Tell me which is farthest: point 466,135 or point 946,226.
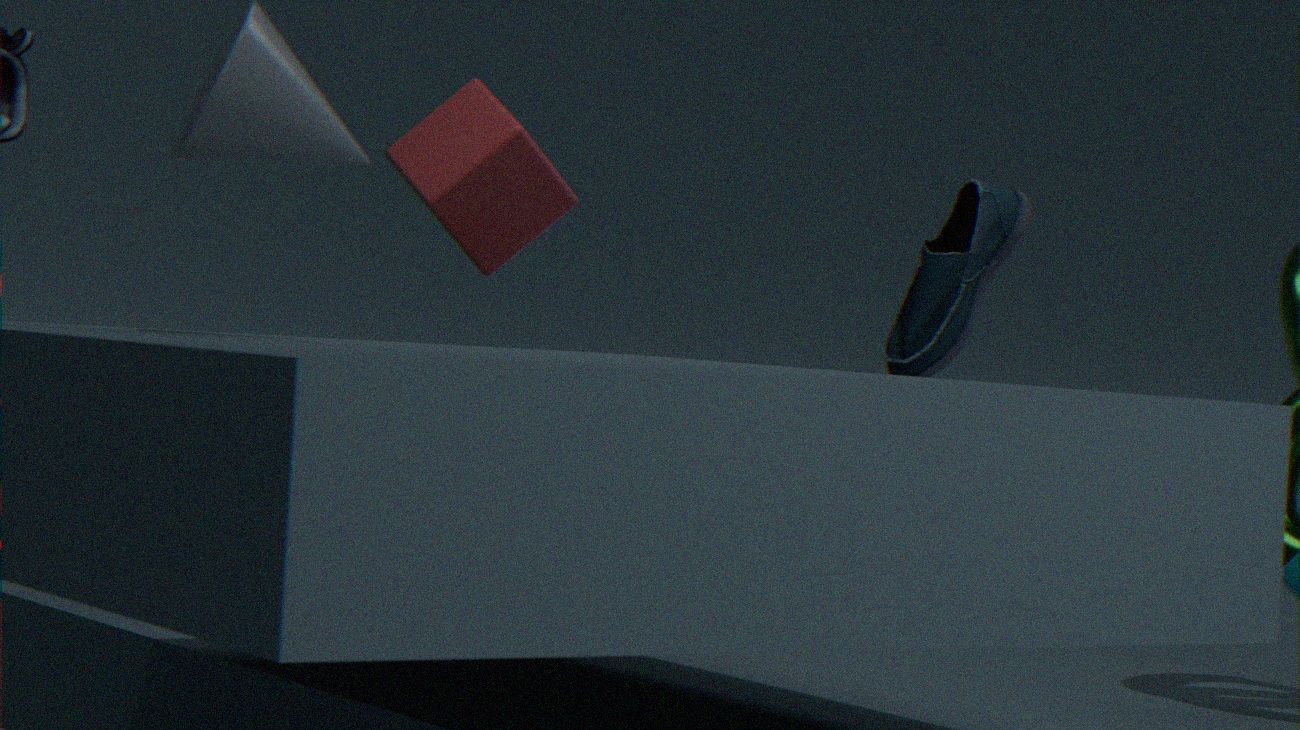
point 946,226
